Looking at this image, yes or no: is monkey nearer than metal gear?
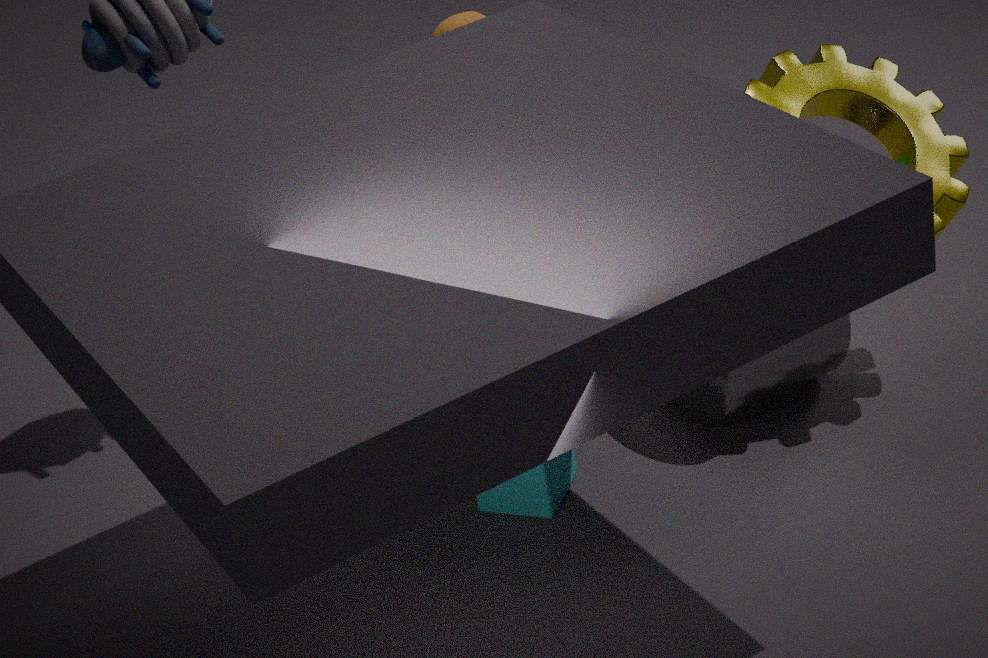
No
